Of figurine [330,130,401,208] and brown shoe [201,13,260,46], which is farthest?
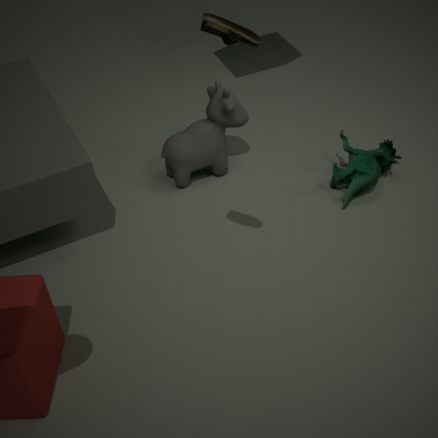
figurine [330,130,401,208]
